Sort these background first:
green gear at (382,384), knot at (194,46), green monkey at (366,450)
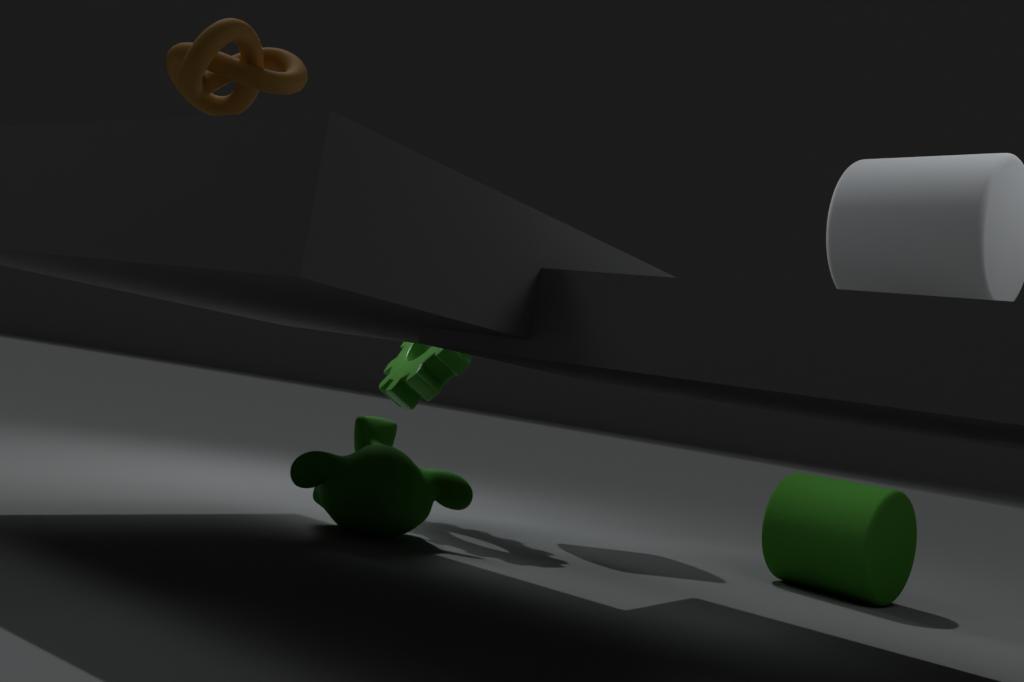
green gear at (382,384)
green monkey at (366,450)
knot at (194,46)
